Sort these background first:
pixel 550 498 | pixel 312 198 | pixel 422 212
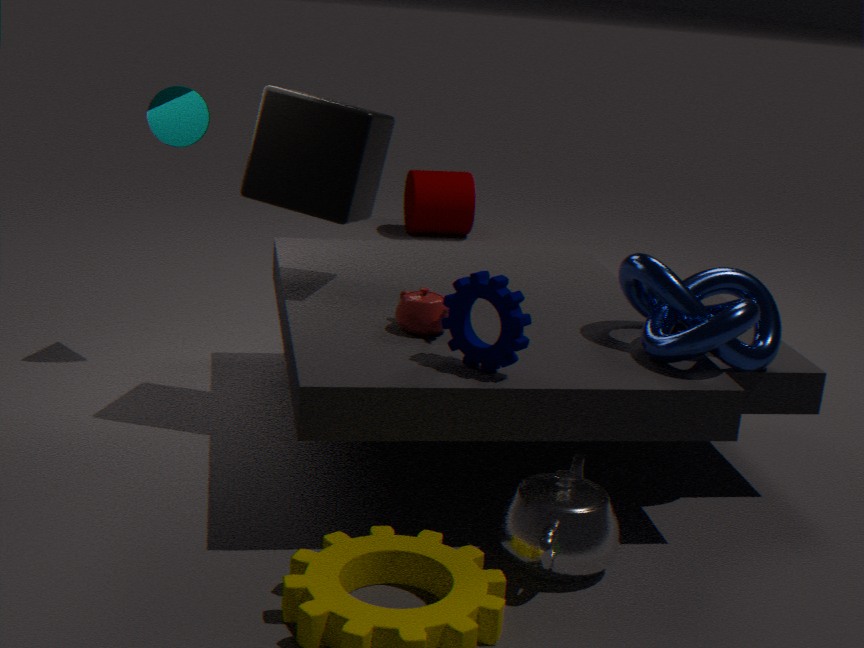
pixel 422 212
pixel 312 198
pixel 550 498
